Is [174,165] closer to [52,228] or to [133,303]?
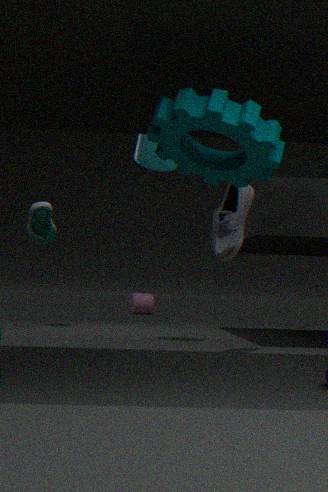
[52,228]
